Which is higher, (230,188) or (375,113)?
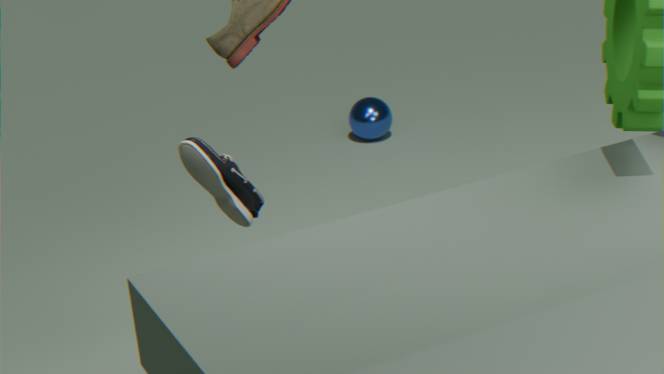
(230,188)
